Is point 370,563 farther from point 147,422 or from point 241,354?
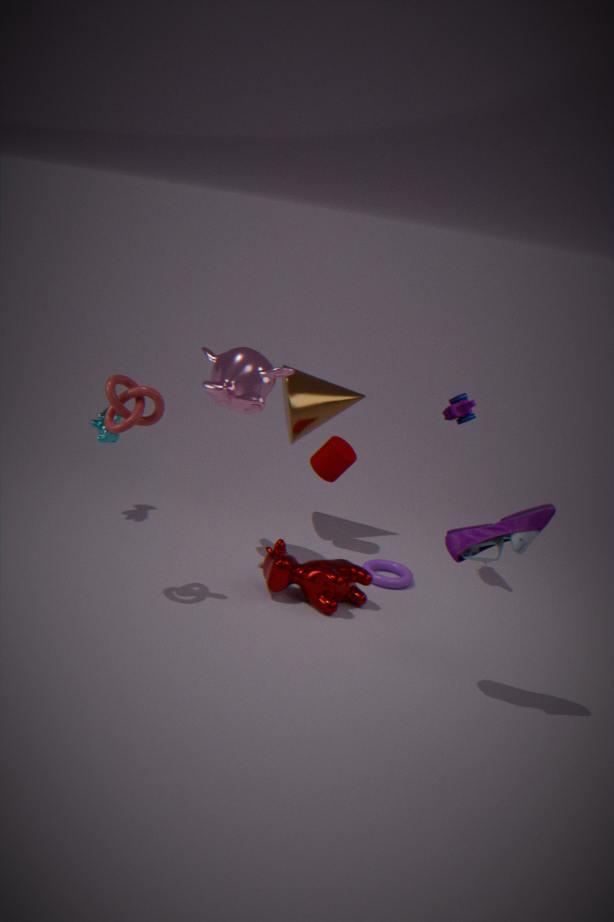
point 147,422
